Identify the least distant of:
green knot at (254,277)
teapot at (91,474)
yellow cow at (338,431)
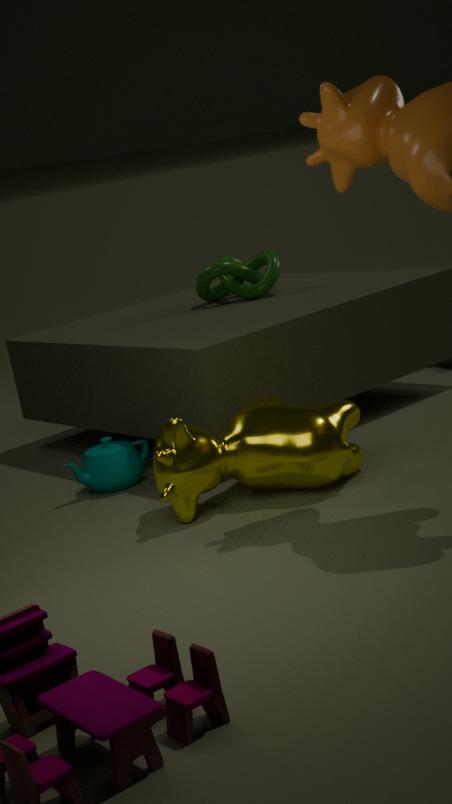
yellow cow at (338,431)
